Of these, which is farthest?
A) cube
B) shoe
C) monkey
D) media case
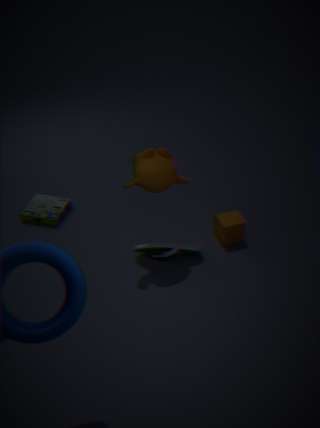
media case
